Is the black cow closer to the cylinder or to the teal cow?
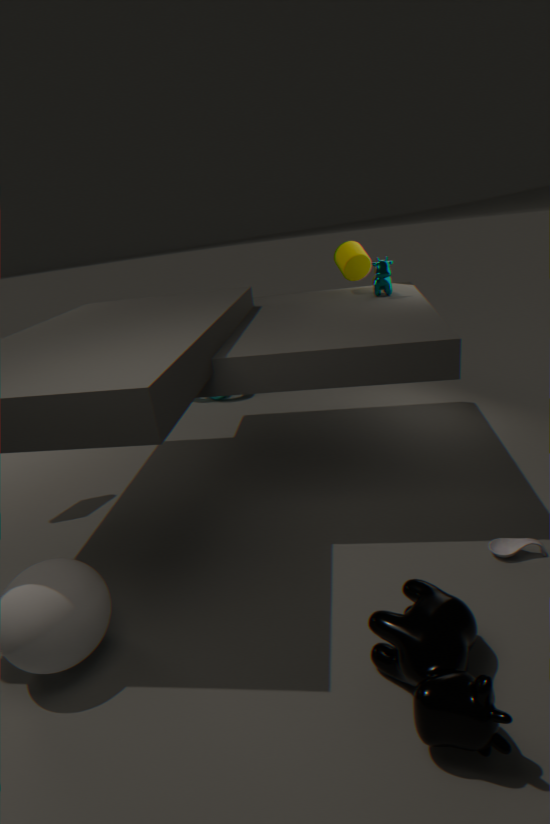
the teal cow
